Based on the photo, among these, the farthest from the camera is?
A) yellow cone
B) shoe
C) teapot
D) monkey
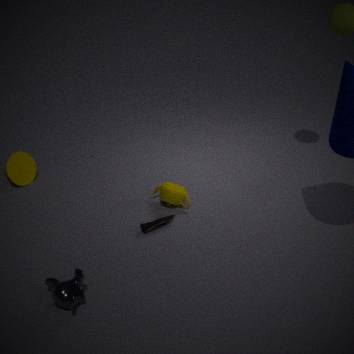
yellow cone
